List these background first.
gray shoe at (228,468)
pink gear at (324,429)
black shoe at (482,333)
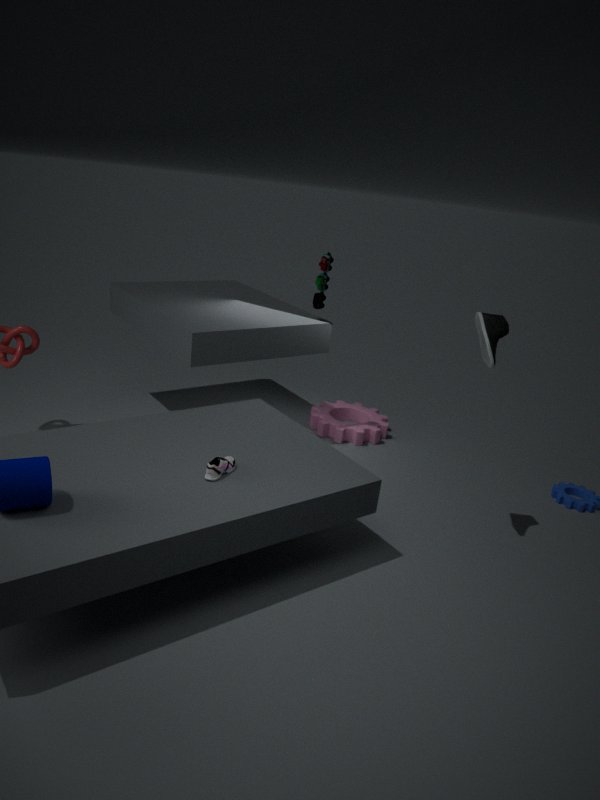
pink gear at (324,429) → black shoe at (482,333) → gray shoe at (228,468)
